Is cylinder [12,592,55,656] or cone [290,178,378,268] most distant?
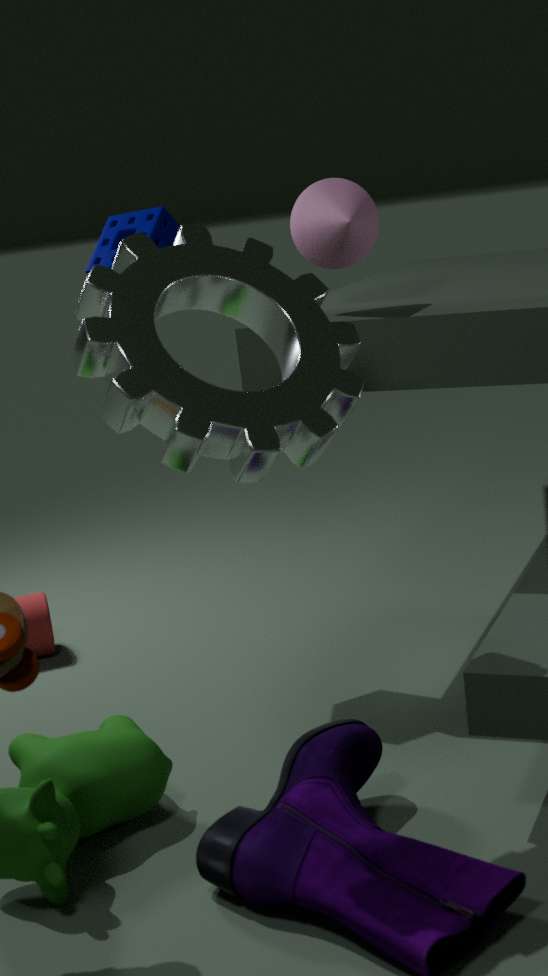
cylinder [12,592,55,656]
